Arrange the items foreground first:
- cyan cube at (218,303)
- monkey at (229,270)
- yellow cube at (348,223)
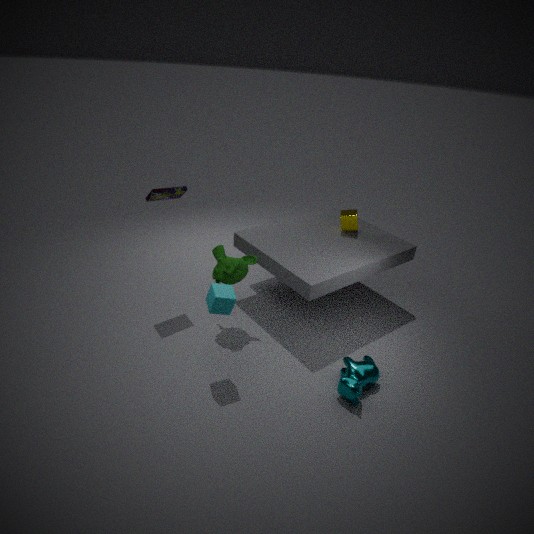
cyan cube at (218,303) → monkey at (229,270) → yellow cube at (348,223)
